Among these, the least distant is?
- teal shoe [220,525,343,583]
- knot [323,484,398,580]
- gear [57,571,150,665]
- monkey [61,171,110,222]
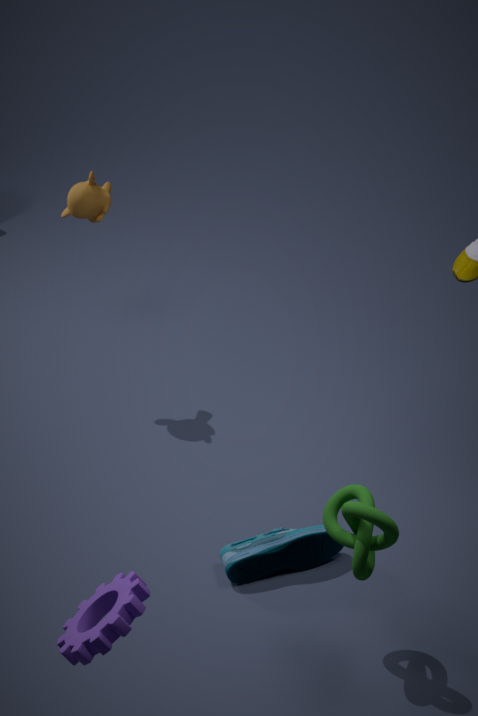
gear [57,571,150,665]
